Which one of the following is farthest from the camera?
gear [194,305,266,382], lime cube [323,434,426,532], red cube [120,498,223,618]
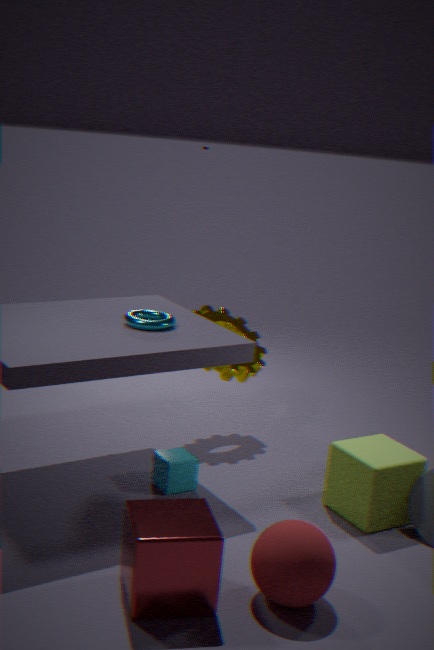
gear [194,305,266,382]
